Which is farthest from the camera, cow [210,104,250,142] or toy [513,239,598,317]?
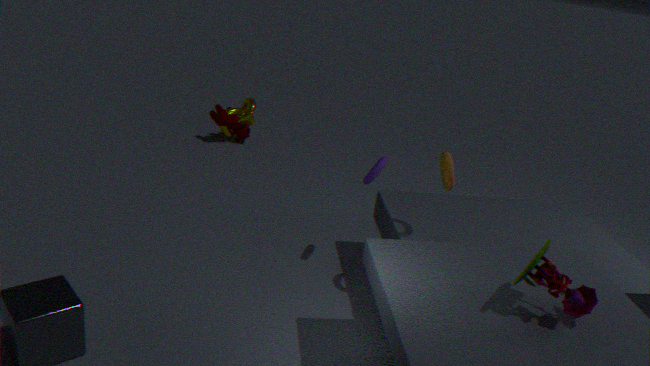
cow [210,104,250,142]
